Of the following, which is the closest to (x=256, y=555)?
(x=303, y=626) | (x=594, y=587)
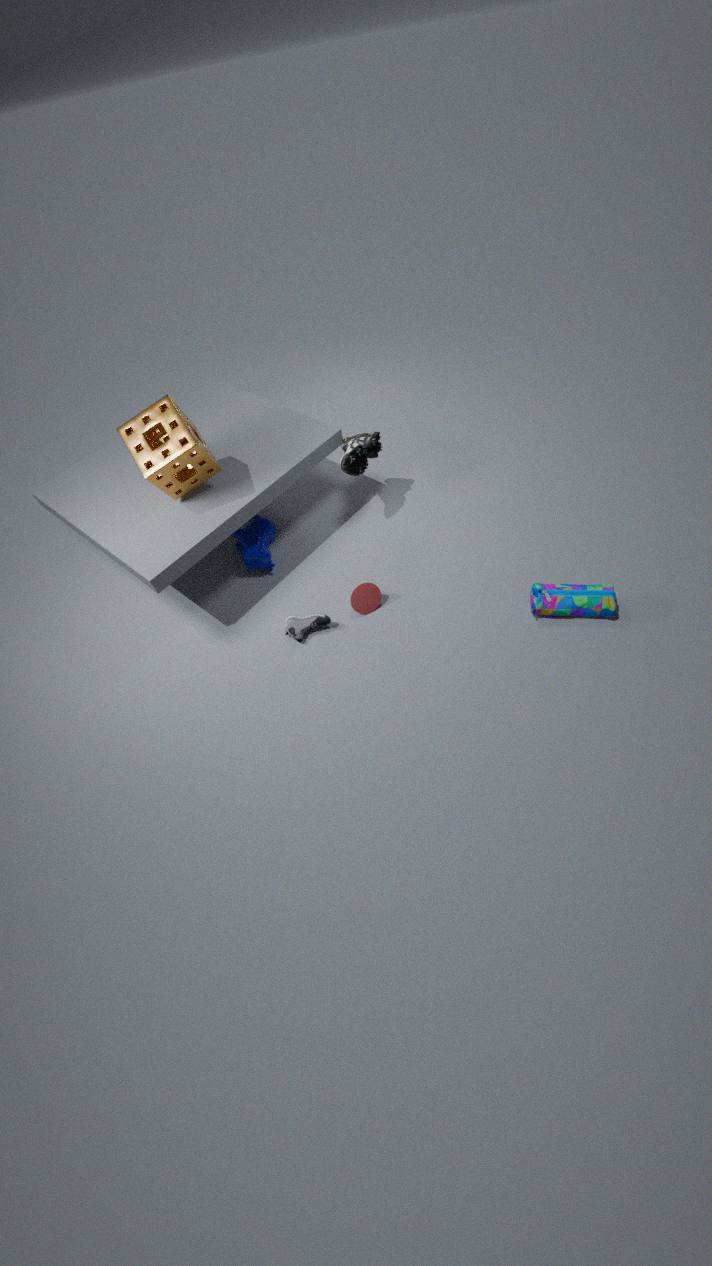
(x=303, y=626)
